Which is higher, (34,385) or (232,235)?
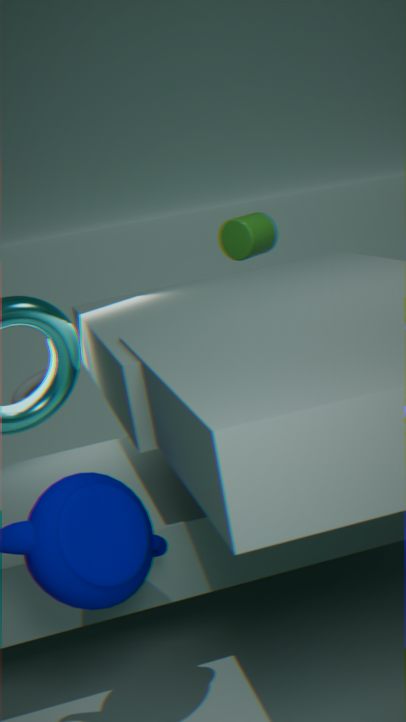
(232,235)
